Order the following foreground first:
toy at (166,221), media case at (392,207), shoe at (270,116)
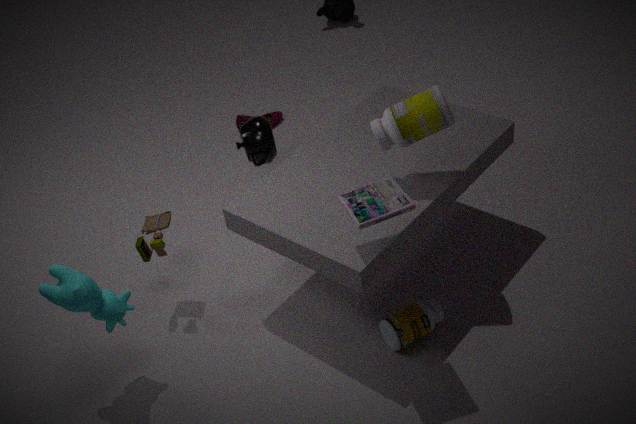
media case at (392,207)
toy at (166,221)
shoe at (270,116)
